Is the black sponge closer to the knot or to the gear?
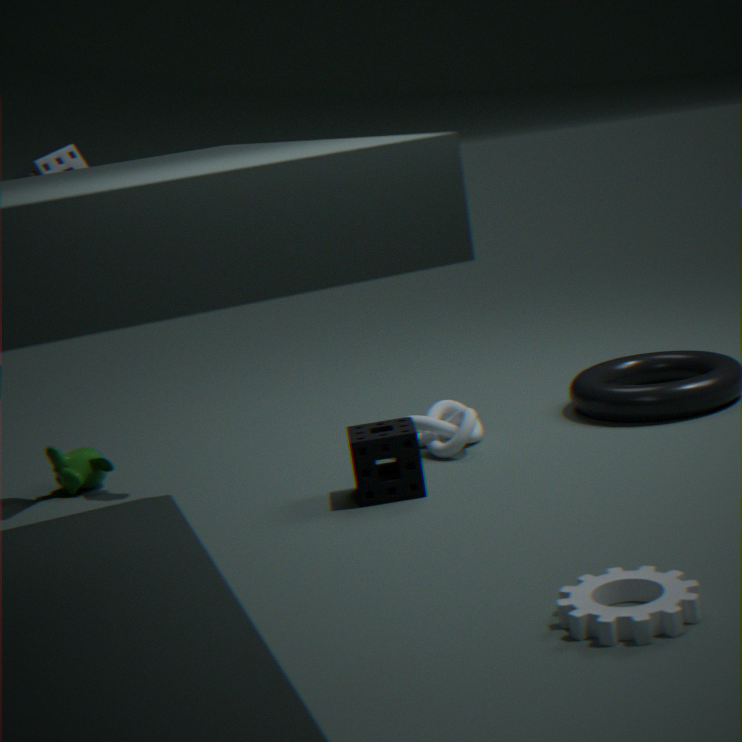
the knot
